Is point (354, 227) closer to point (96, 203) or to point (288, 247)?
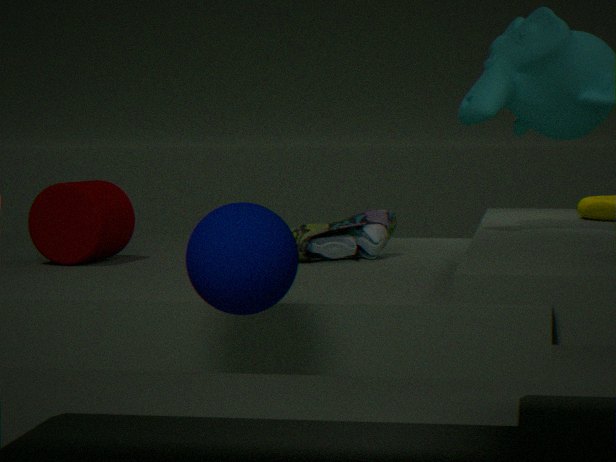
point (96, 203)
